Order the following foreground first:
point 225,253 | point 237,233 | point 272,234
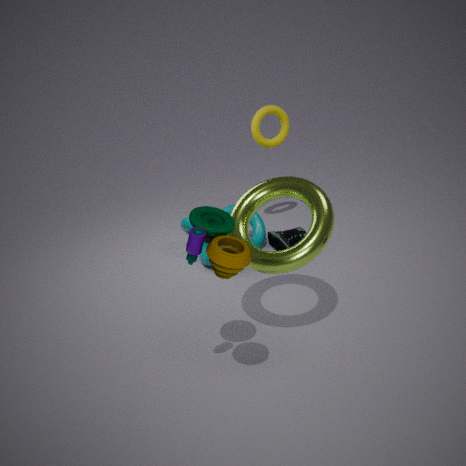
1. point 225,253
2. point 237,233
3. point 272,234
